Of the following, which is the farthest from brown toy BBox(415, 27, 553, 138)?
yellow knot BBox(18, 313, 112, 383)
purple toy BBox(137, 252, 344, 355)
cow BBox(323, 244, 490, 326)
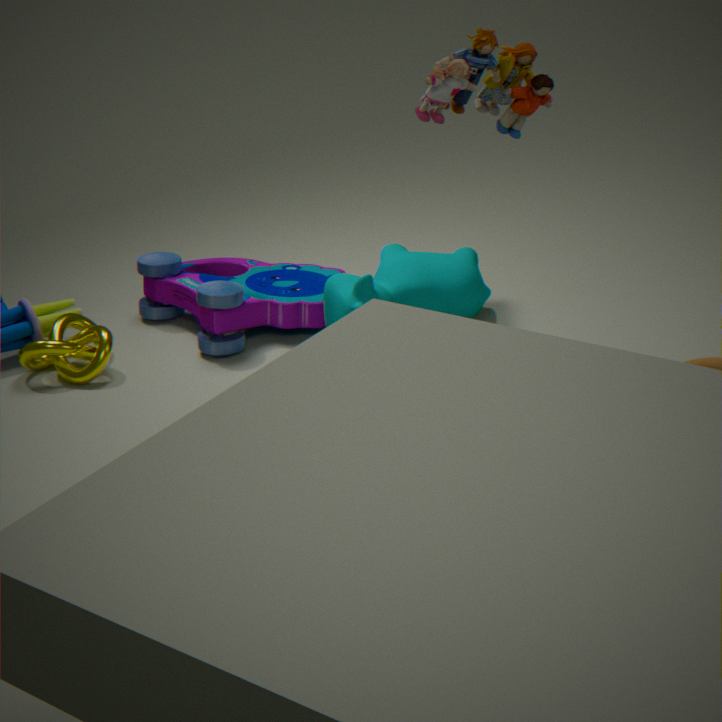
yellow knot BBox(18, 313, 112, 383)
